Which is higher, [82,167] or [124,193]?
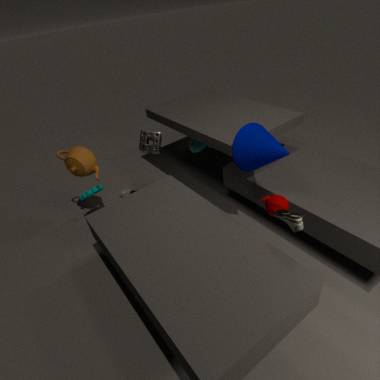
[82,167]
